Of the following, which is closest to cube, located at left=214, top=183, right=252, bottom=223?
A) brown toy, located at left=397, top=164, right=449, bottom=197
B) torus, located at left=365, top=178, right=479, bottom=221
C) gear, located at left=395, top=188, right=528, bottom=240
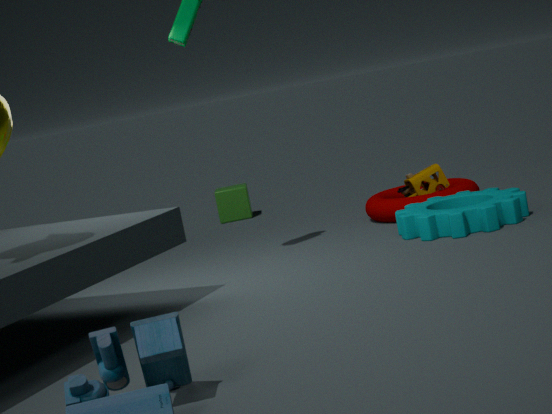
torus, located at left=365, top=178, right=479, bottom=221
